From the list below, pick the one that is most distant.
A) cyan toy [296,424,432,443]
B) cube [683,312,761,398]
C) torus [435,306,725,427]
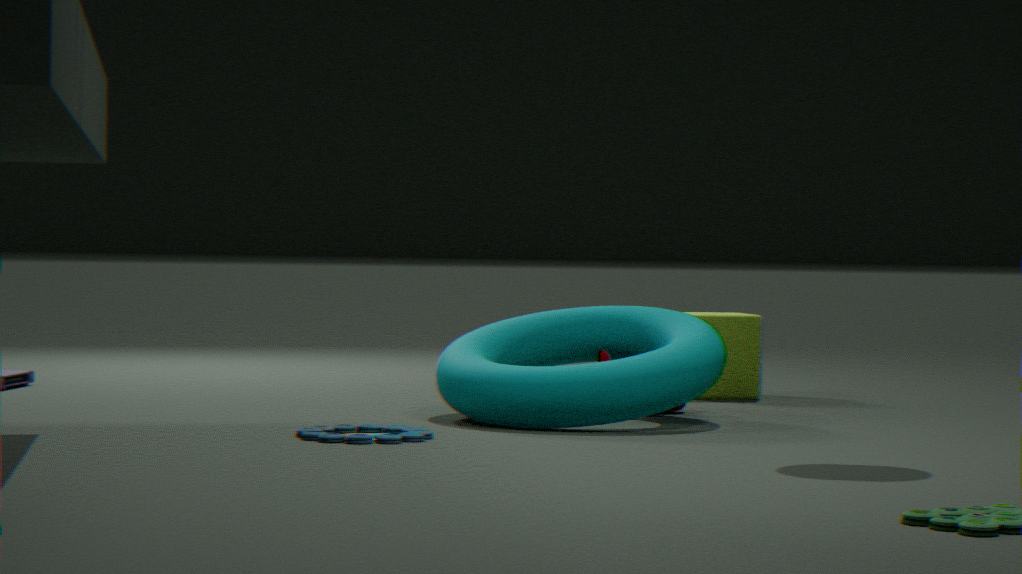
cube [683,312,761,398]
